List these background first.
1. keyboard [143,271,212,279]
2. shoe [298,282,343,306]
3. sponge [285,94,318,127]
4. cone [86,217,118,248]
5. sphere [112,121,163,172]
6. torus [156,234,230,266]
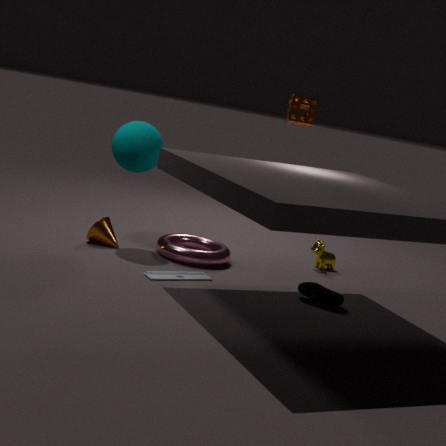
cone [86,217,118,248]
sphere [112,121,163,172]
torus [156,234,230,266]
sponge [285,94,318,127]
shoe [298,282,343,306]
keyboard [143,271,212,279]
